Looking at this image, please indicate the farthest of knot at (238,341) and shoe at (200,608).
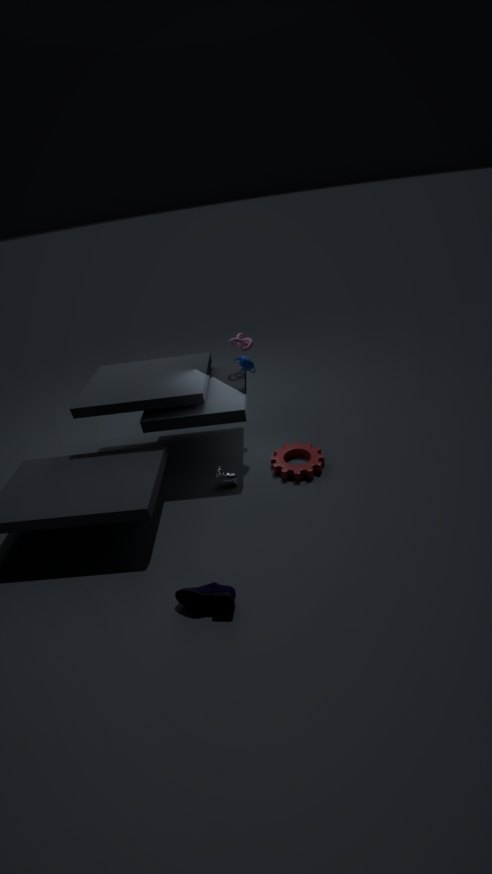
knot at (238,341)
